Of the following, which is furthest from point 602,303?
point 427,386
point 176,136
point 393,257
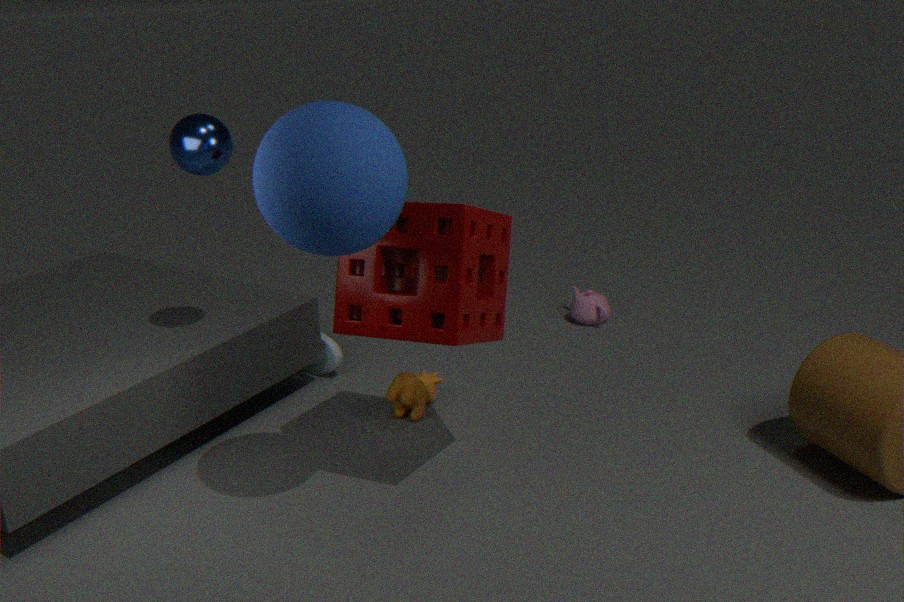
point 176,136
